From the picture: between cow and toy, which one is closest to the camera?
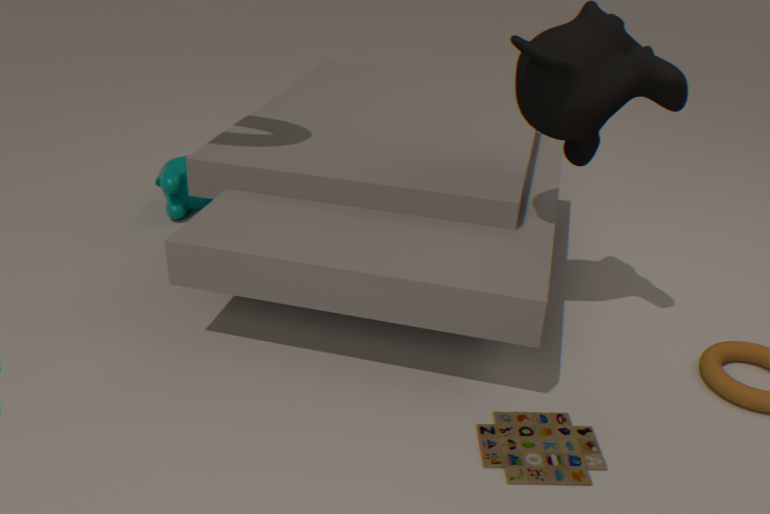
toy
